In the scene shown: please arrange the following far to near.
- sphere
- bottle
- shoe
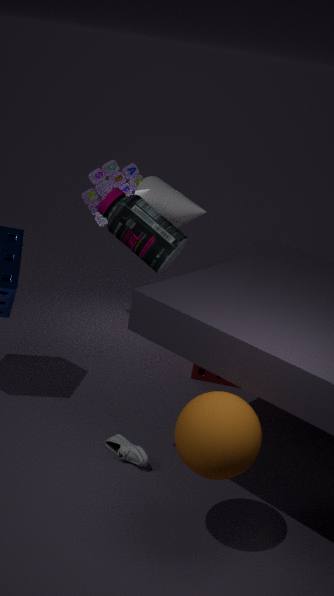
bottle
shoe
sphere
